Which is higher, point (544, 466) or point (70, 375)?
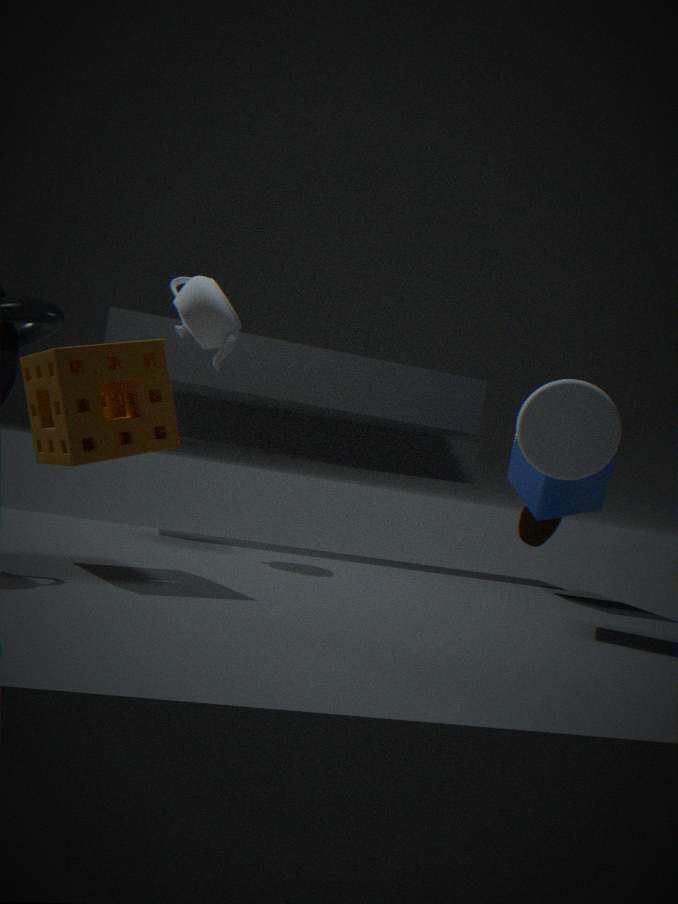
point (544, 466)
